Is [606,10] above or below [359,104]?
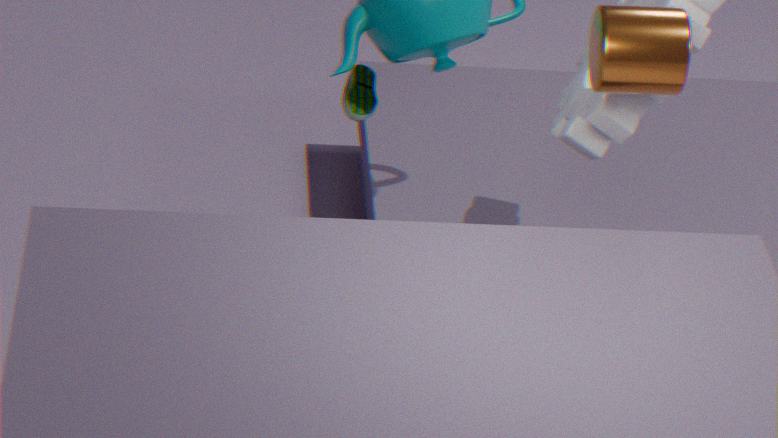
above
